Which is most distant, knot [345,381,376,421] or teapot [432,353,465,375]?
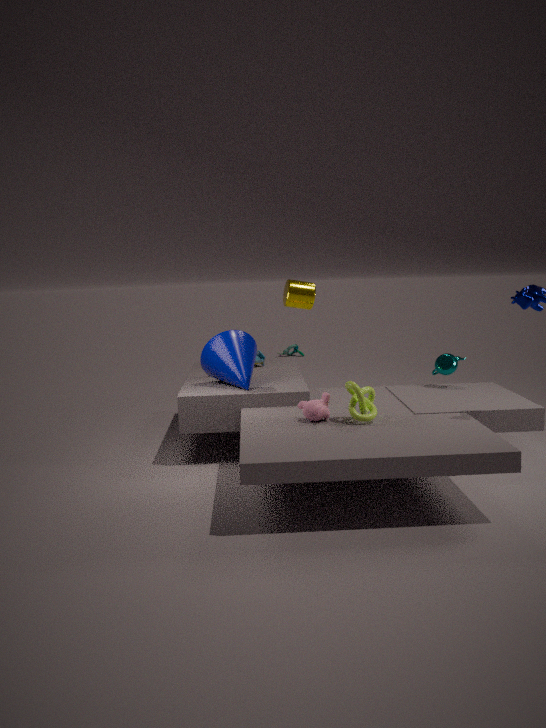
teapot [432,353,465,375]
